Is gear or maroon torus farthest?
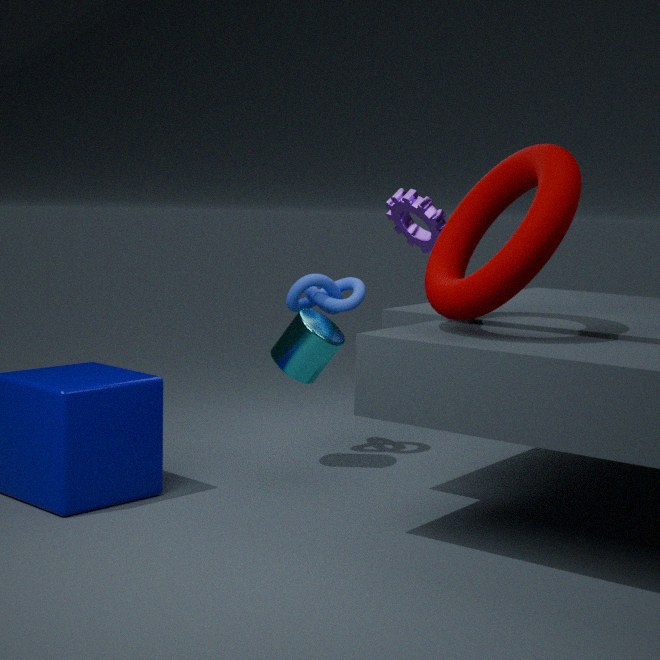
gear
